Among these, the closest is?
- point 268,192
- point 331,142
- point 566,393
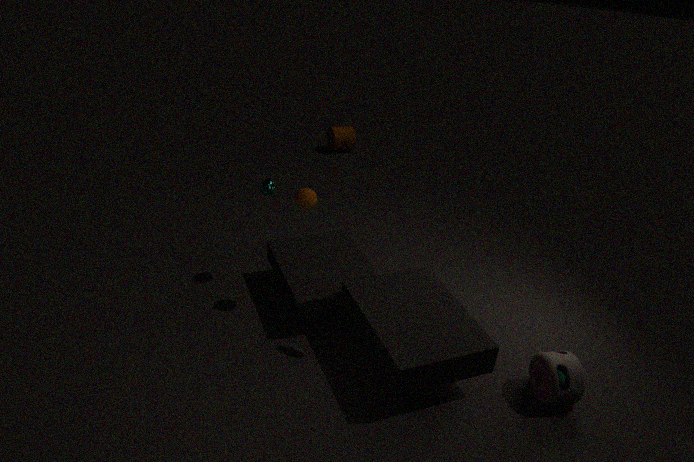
point 566,393
